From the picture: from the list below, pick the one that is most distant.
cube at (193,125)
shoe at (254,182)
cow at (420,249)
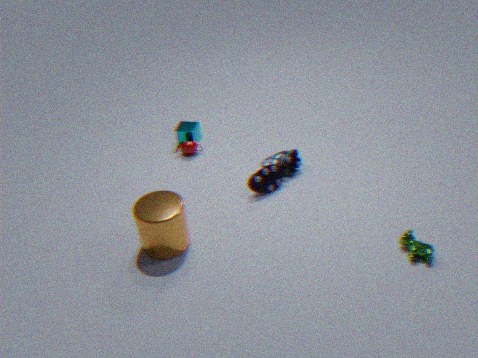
cube at (193,125)
